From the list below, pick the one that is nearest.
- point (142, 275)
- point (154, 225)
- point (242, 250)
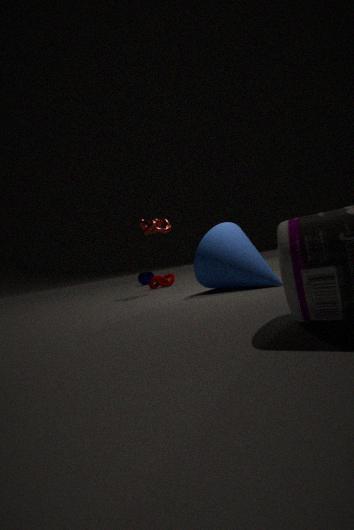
point (242, 250)
